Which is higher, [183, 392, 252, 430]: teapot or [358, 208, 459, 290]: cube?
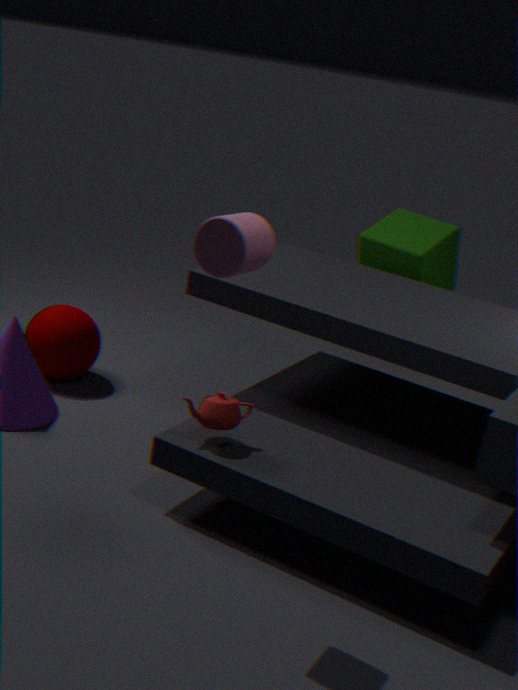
[358, 208, 459, 290]: cube
